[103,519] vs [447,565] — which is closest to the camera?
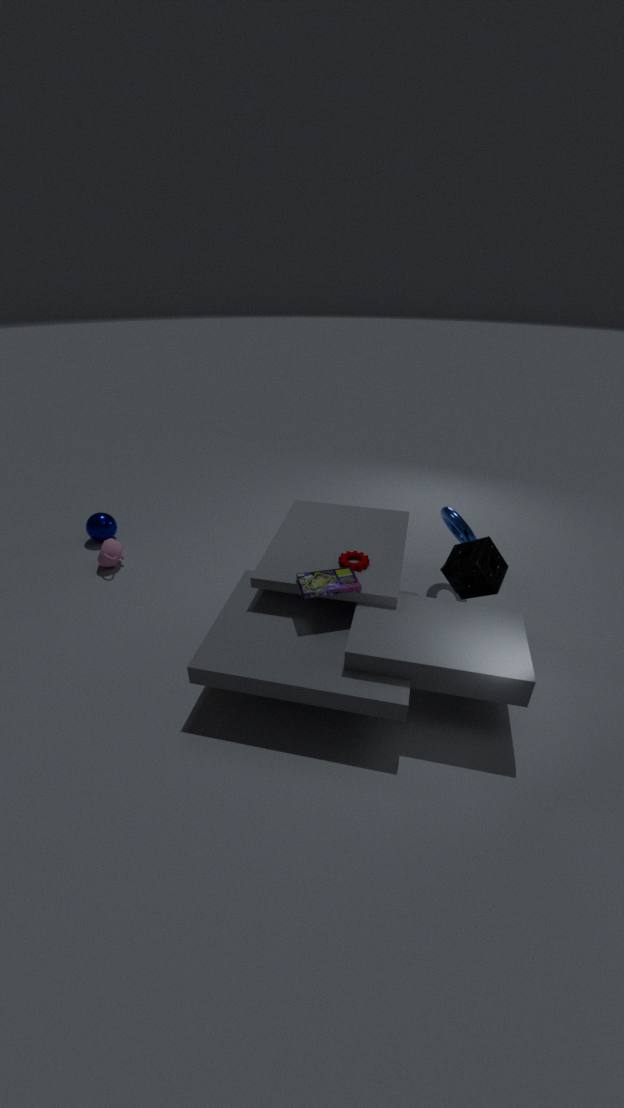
[447,565]
